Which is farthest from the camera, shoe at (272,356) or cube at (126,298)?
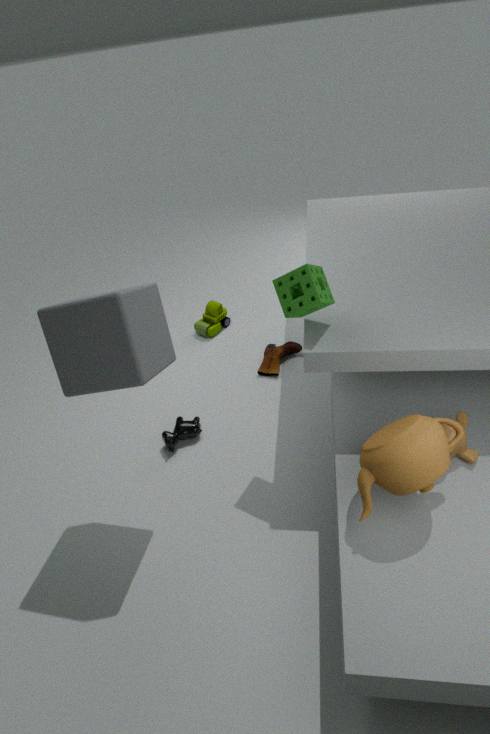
shoe at (272,356)
